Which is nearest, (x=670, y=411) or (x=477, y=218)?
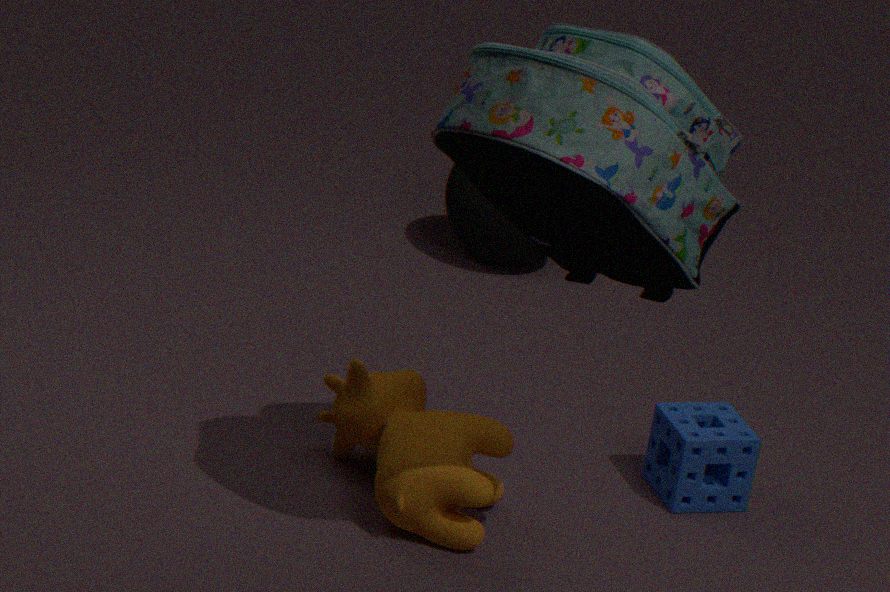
(x=670, y=411)
